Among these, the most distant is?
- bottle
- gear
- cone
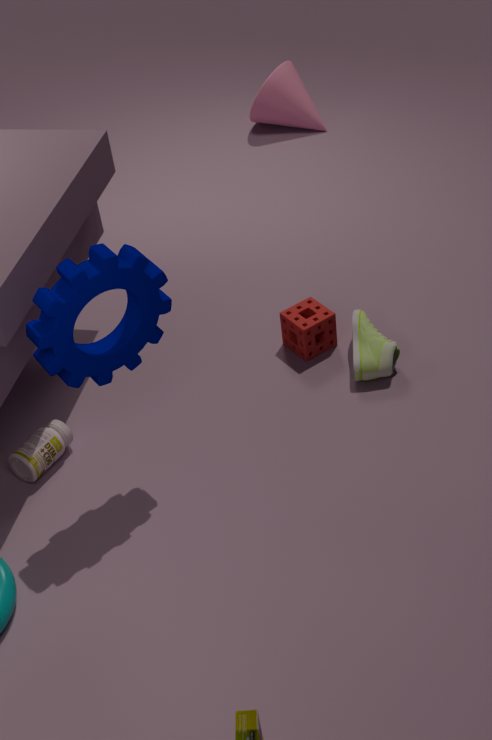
cone
